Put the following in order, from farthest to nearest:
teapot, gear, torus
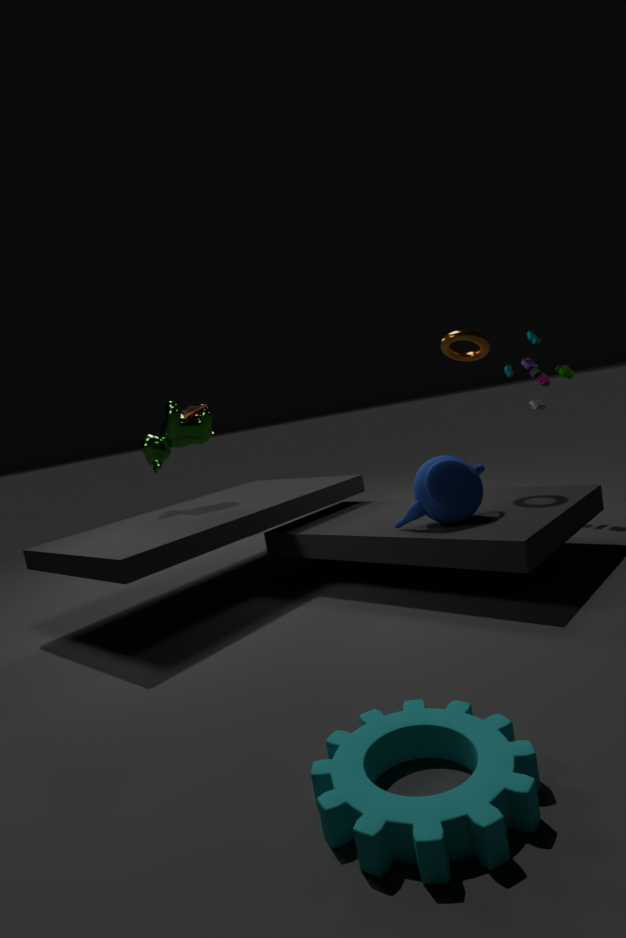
1. torus
2. teapot
3. gear
